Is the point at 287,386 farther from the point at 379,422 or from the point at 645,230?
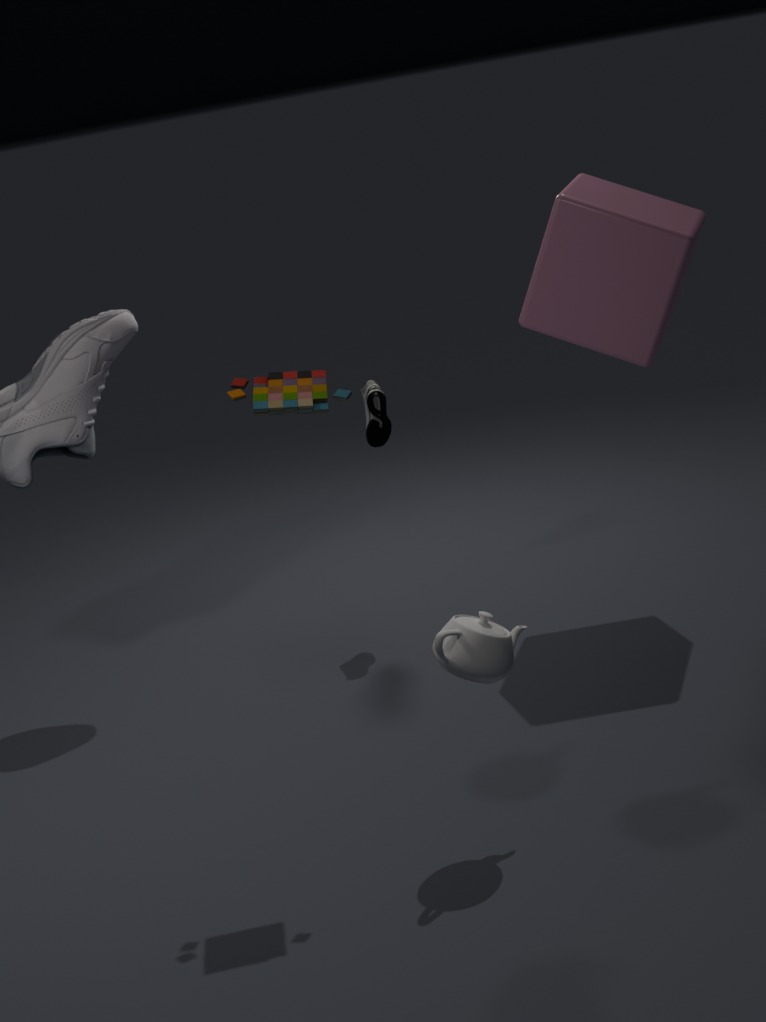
the point at 645,230
